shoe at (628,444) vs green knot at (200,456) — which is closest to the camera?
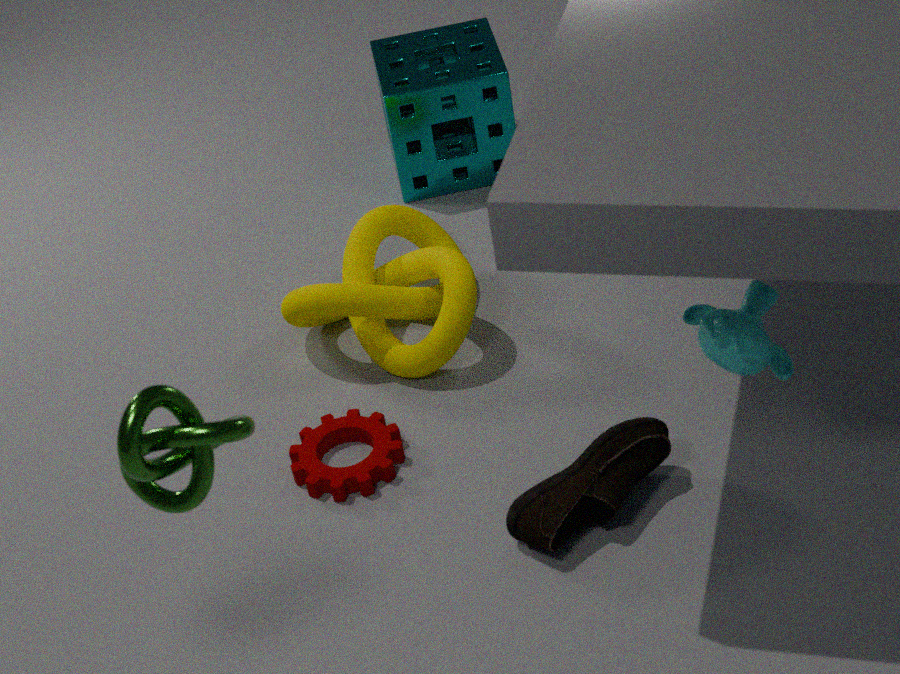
green knot at (200,456)
